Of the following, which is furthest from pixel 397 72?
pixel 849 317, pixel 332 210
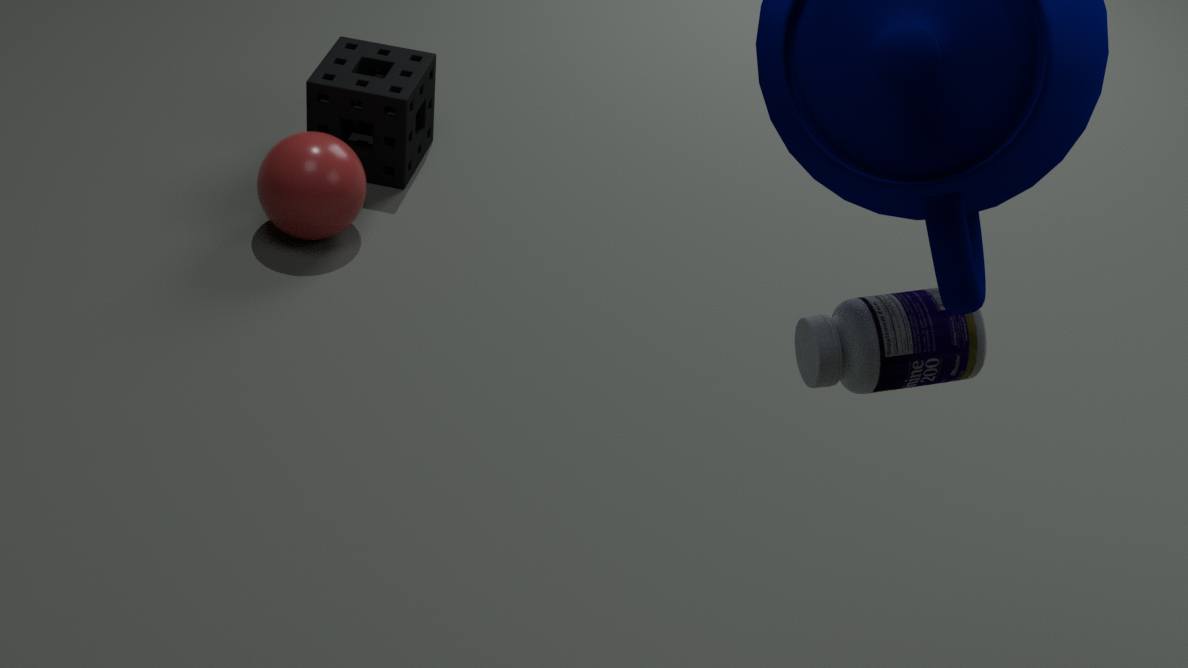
pixel 849 317
